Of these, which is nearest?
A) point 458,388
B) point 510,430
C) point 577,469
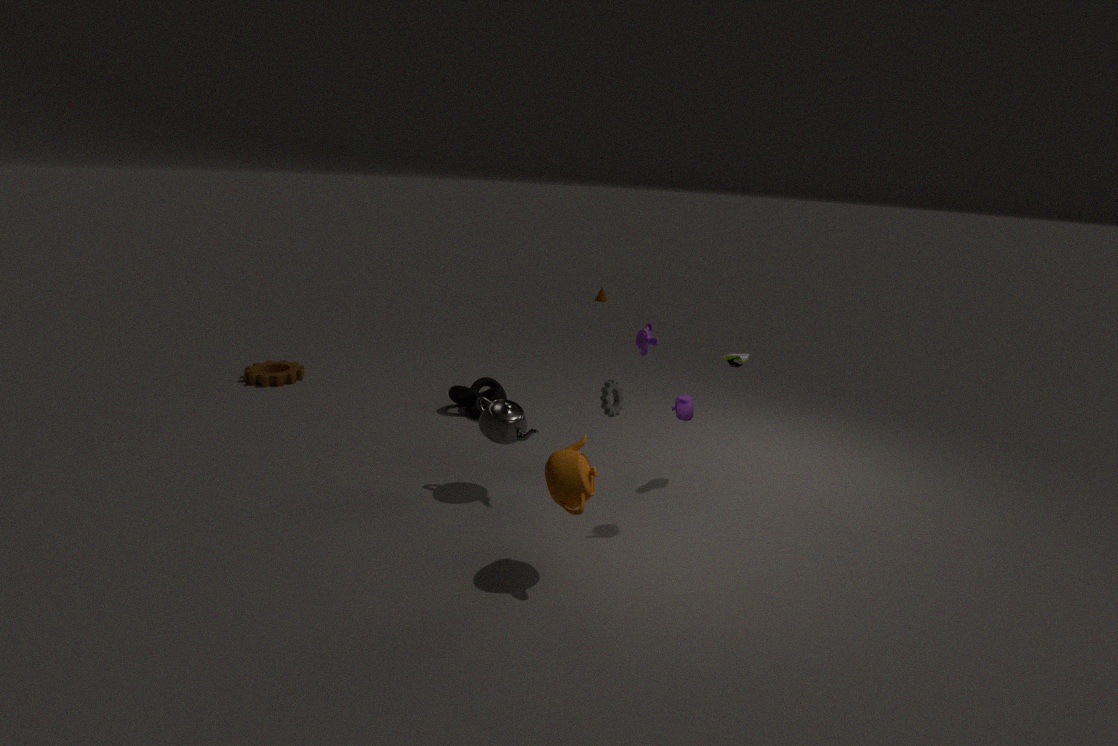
point 577,469
